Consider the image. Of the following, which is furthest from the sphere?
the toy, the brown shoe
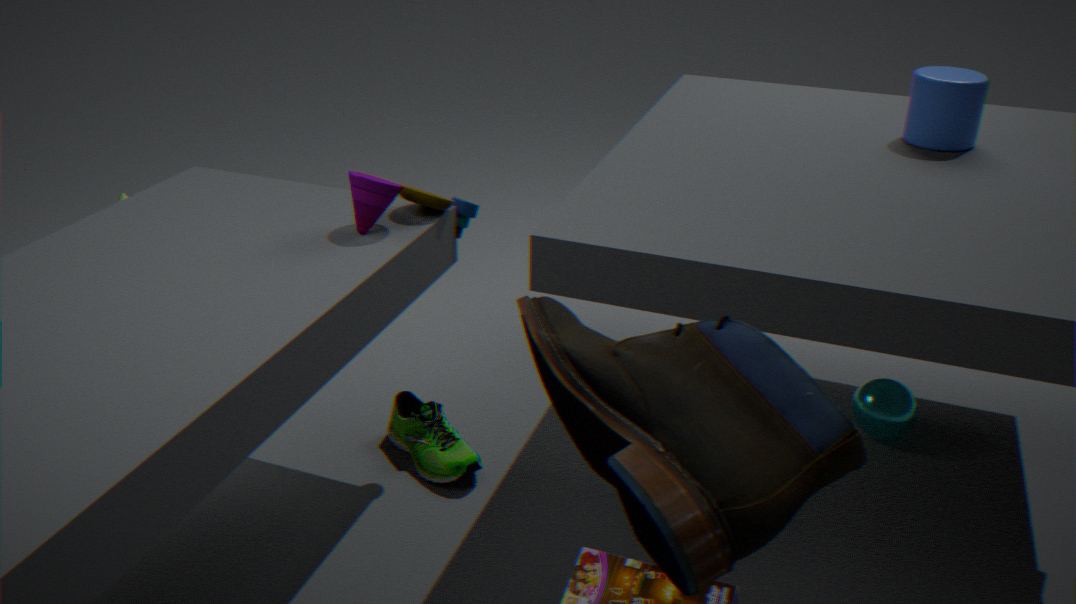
the brown shoe
